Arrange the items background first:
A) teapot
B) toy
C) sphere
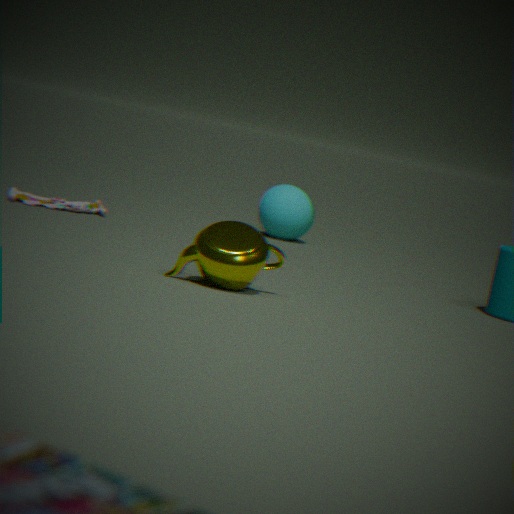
sphere
toy
teapot
